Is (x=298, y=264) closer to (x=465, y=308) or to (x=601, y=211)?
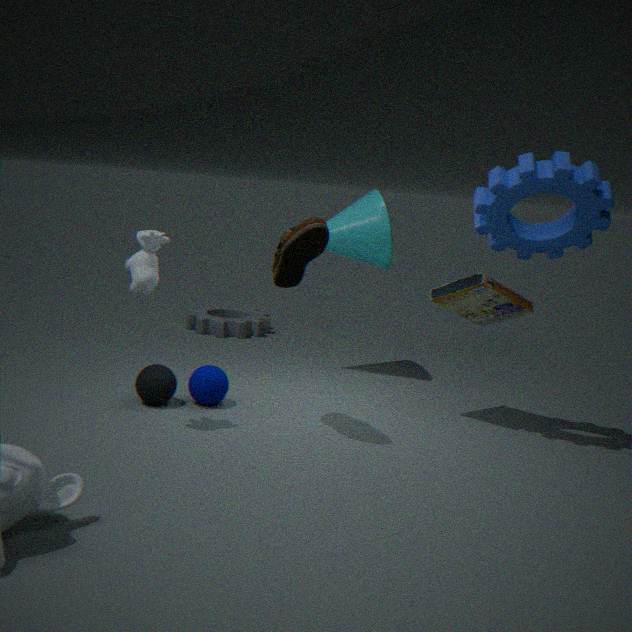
(x=465, y=308)
